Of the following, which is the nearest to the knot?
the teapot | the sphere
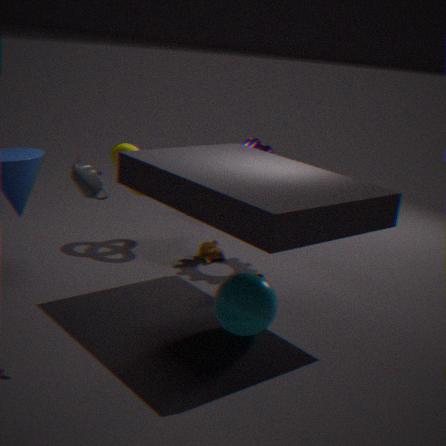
the sphere
